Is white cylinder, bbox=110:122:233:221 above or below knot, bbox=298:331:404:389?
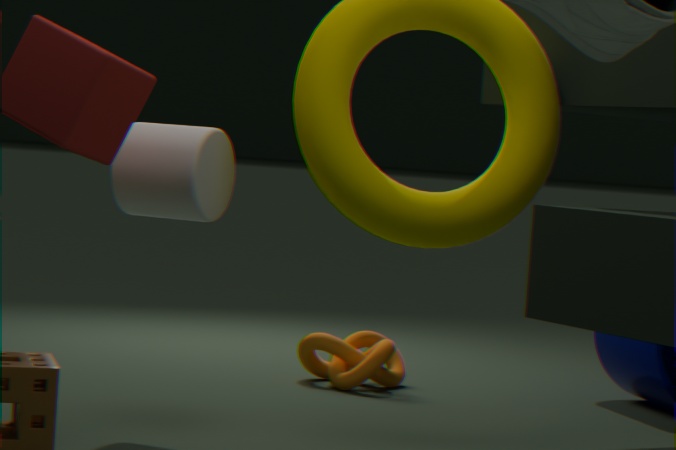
above
